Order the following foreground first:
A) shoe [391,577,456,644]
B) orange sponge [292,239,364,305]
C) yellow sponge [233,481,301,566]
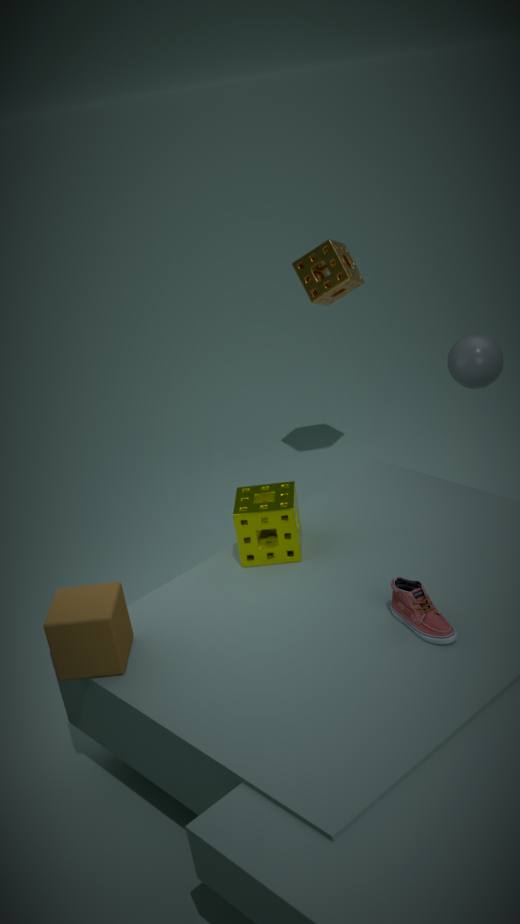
shoe [391,577,456,644], yellow sponge [233,481,301,566], orange sponge [292,239,364,305]
